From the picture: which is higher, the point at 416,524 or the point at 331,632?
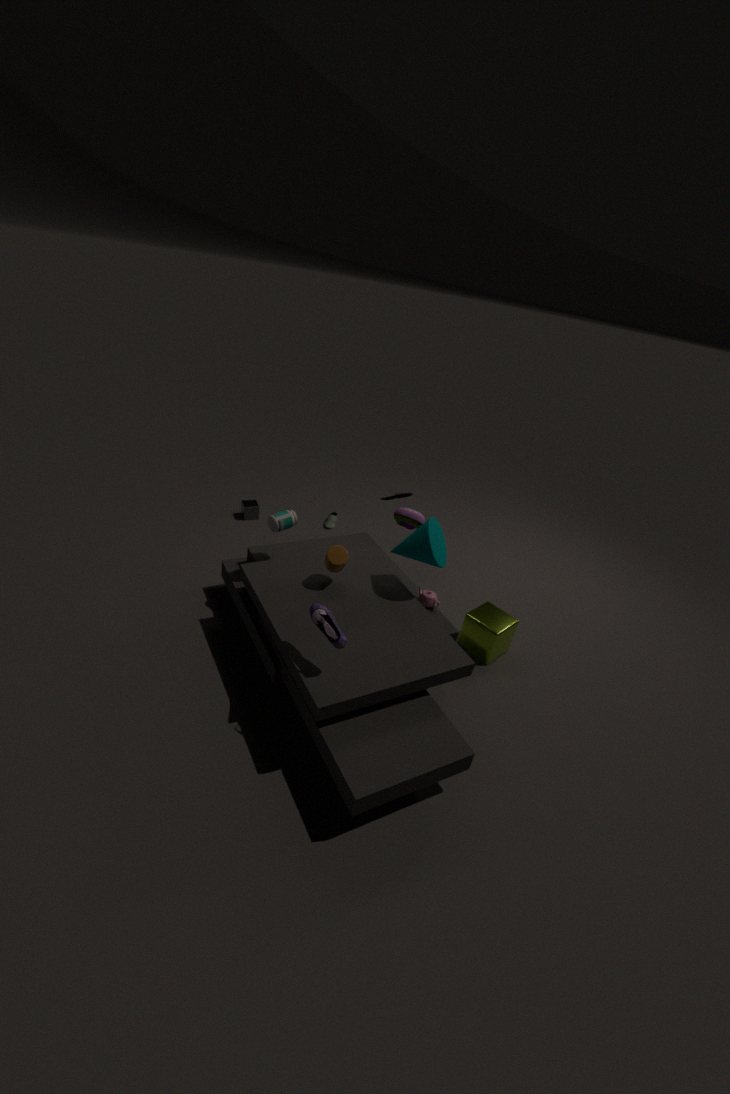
the point at 331,632
